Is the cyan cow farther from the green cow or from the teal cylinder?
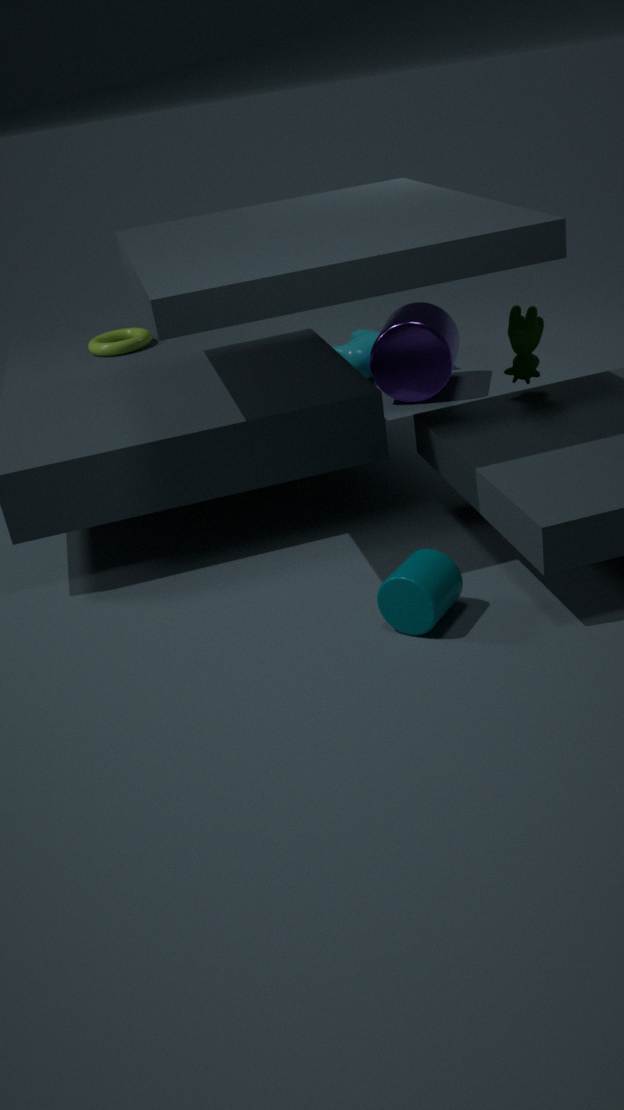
the teal cylinder
